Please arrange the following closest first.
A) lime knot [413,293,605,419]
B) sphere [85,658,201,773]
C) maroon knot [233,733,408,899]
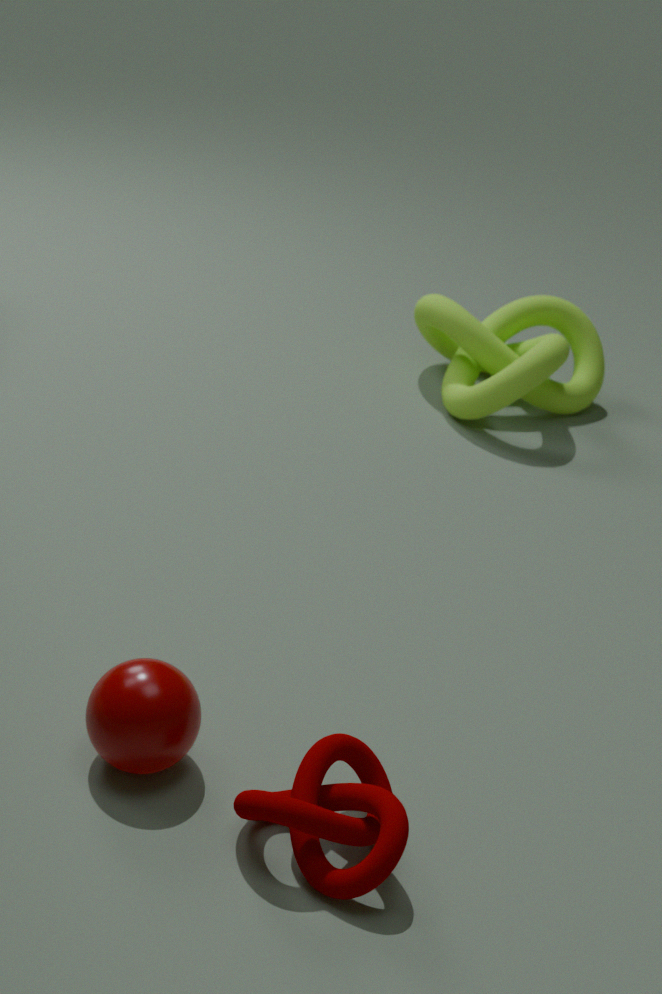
1. maroon knot [233,733,408,899]
2. sphere [85,658,201,773]
3. lime knot [413,293,605,419]
